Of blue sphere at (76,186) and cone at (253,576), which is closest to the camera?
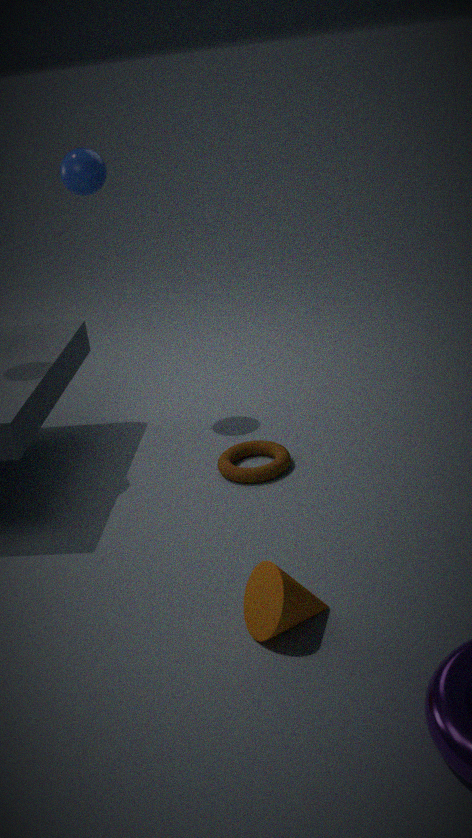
cone at (253,576)
